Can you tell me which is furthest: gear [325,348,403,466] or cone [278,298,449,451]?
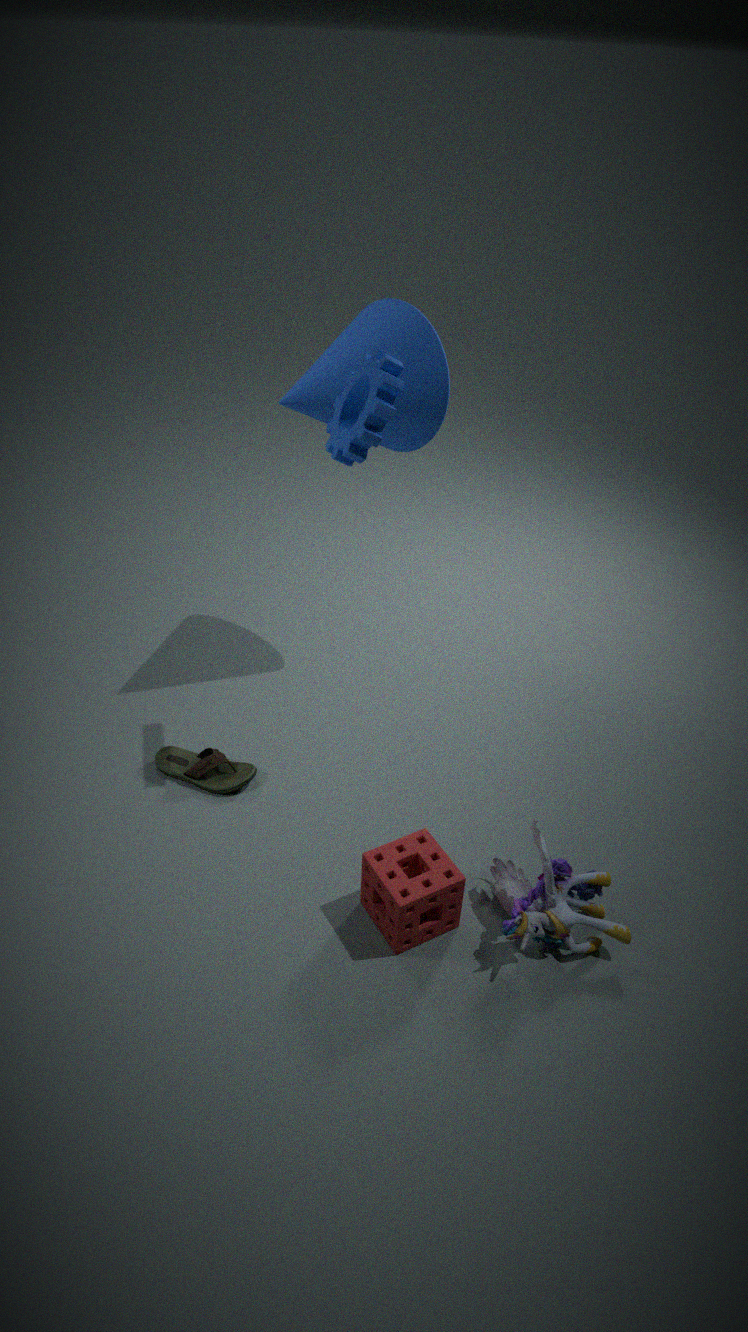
cone [278,298,449,451]
